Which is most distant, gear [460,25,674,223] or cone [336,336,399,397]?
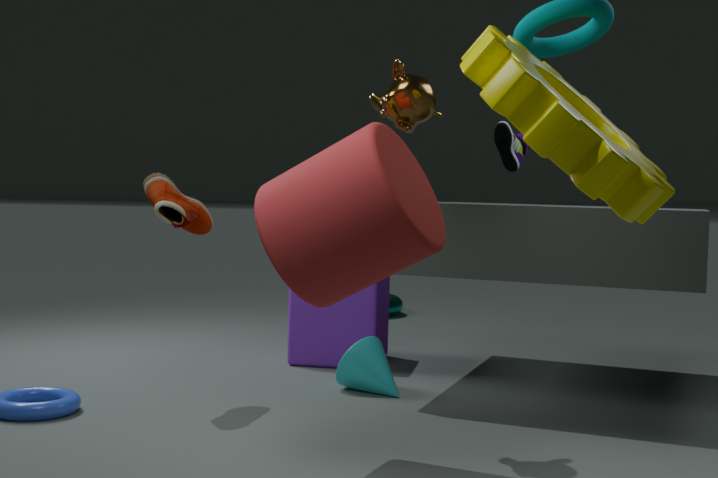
cone [336,336,399,397]
